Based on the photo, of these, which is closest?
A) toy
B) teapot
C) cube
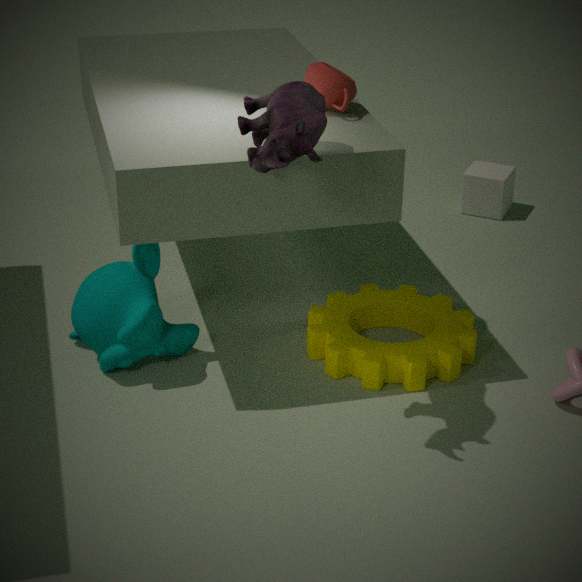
toy
